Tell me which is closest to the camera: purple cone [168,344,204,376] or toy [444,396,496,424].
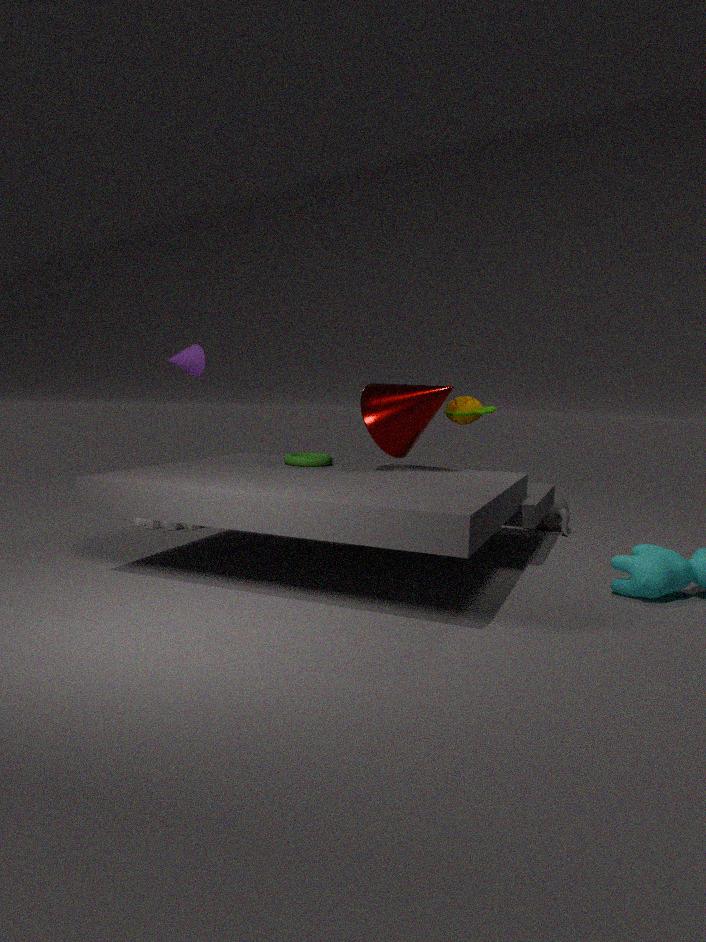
toy [444,396,496,424]
